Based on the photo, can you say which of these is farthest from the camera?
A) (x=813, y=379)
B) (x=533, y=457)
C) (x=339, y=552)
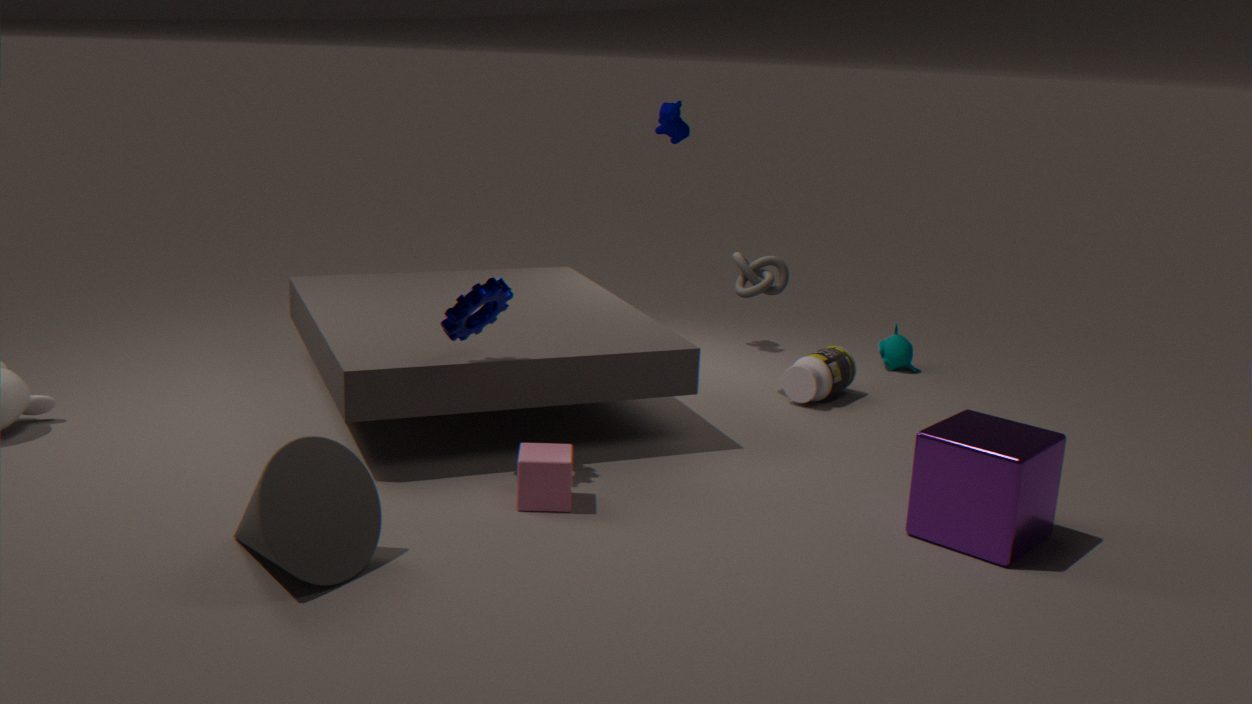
(x=813, y=379)
